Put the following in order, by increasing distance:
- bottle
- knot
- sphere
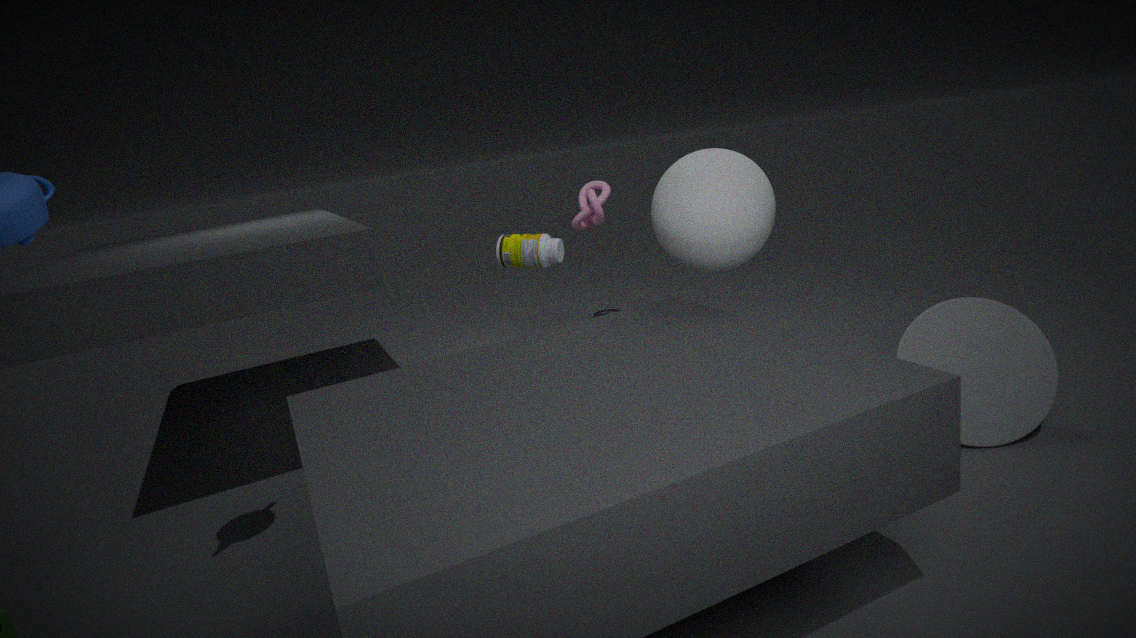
sphere < bottle < knot
